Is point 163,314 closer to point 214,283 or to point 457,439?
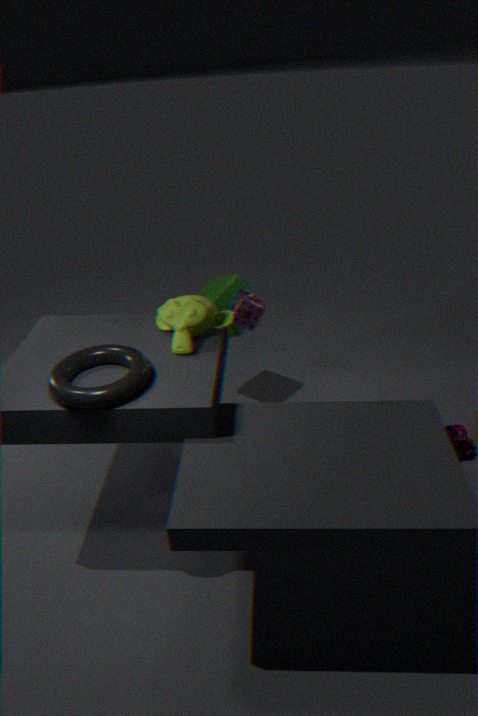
point 214,283
